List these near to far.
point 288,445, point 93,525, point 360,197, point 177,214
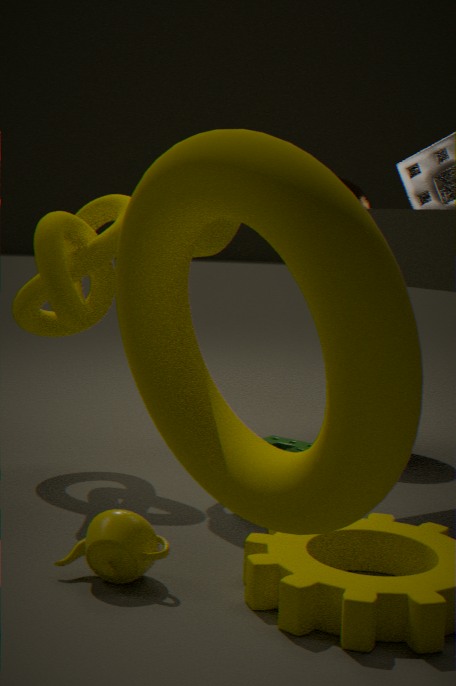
point 177,214 → point 93,525 → point 288,445 → point 360,197
